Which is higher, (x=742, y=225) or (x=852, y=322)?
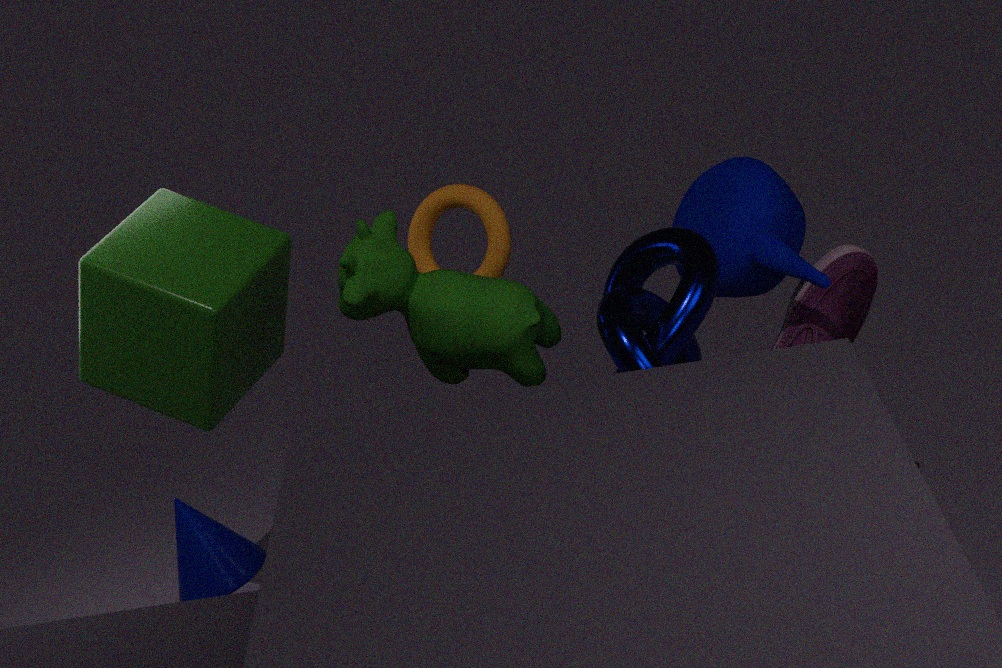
(x=742, y=225)
